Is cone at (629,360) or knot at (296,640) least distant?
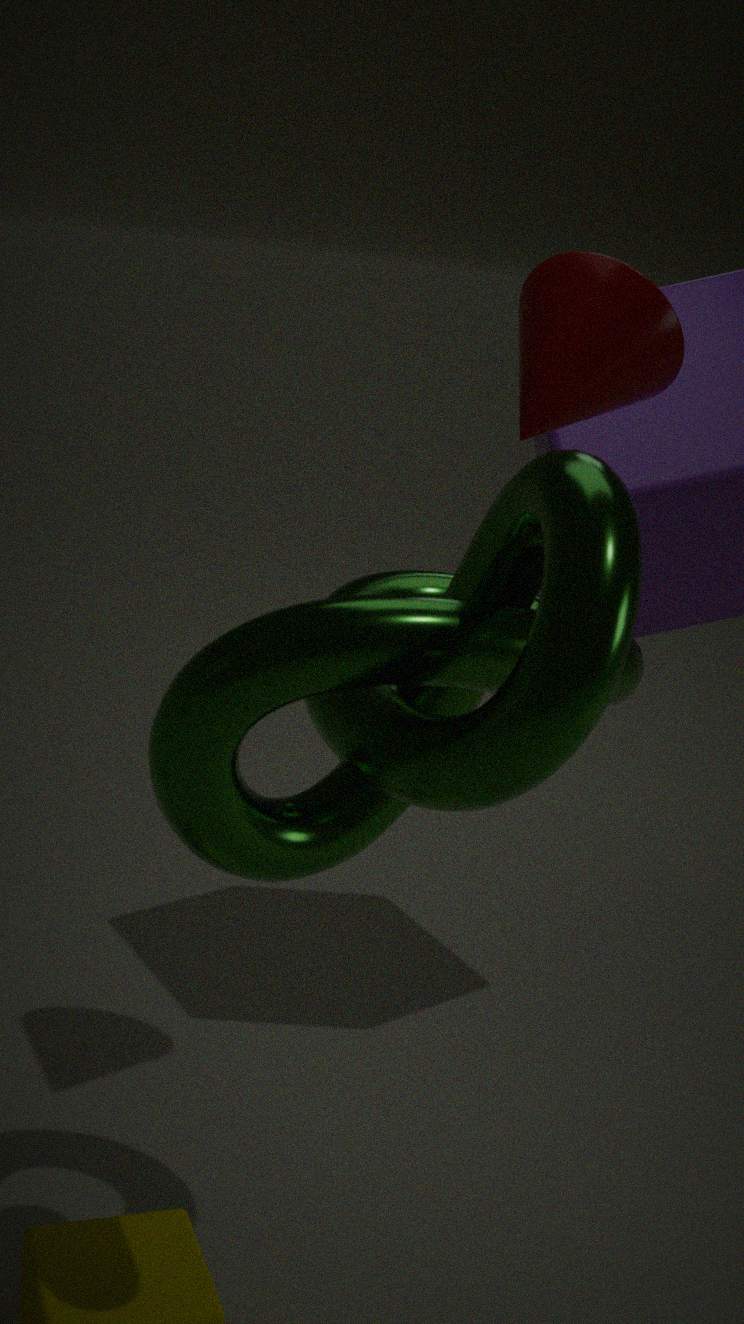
knot at (296,640)
